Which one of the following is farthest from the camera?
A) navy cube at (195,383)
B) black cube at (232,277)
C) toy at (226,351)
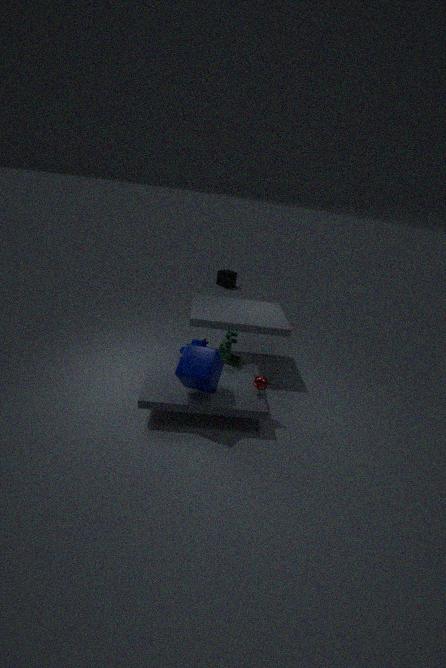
black cube at (232,277)
